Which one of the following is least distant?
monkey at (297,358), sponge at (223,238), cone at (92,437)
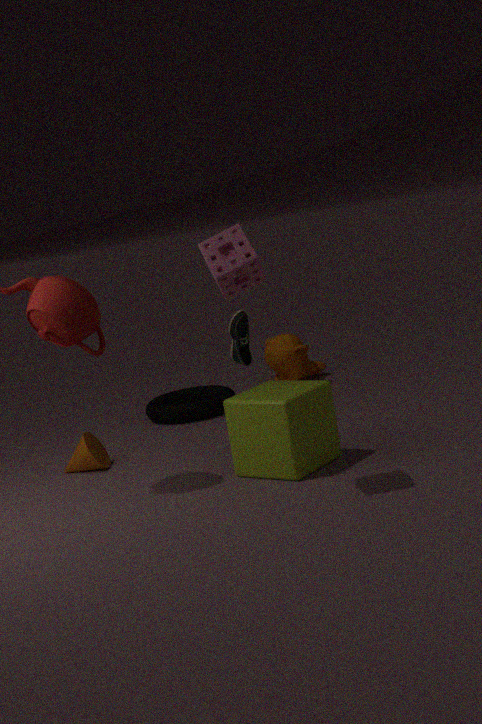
sponge at (223,238)
